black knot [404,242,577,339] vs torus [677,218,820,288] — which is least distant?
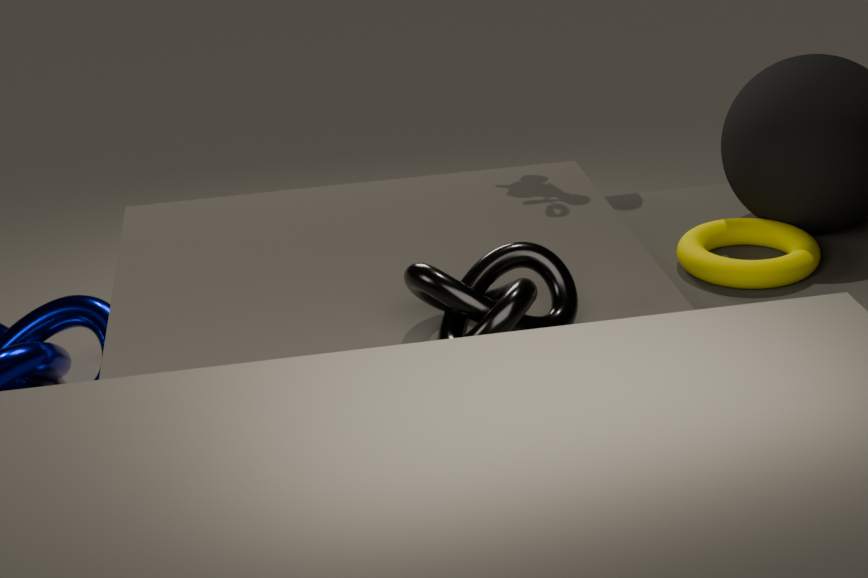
black knot [404,242,577,339]
